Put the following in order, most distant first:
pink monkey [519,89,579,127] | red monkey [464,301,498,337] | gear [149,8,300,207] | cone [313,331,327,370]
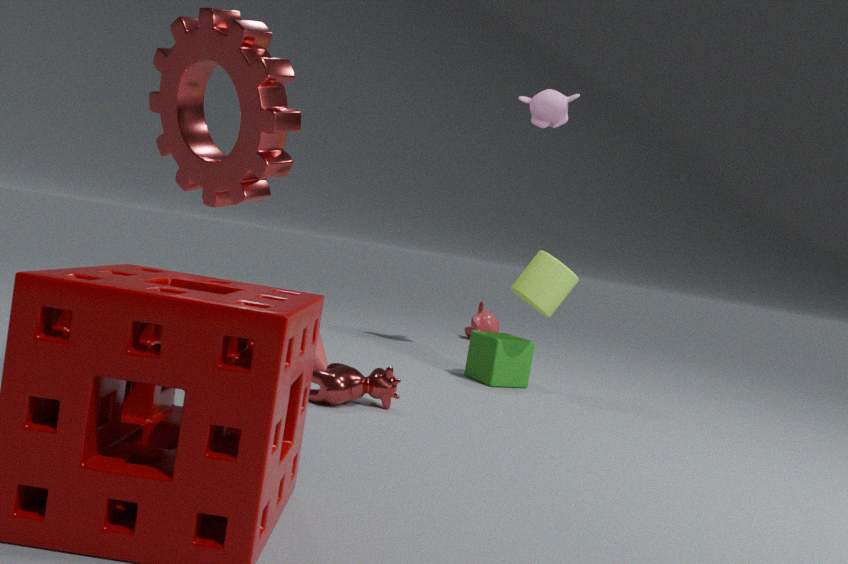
red monkey [464,301,498,337]
pink monkey [519,89,579,127]
cone [313,331,327,370]
gear [149,8,300,207]
